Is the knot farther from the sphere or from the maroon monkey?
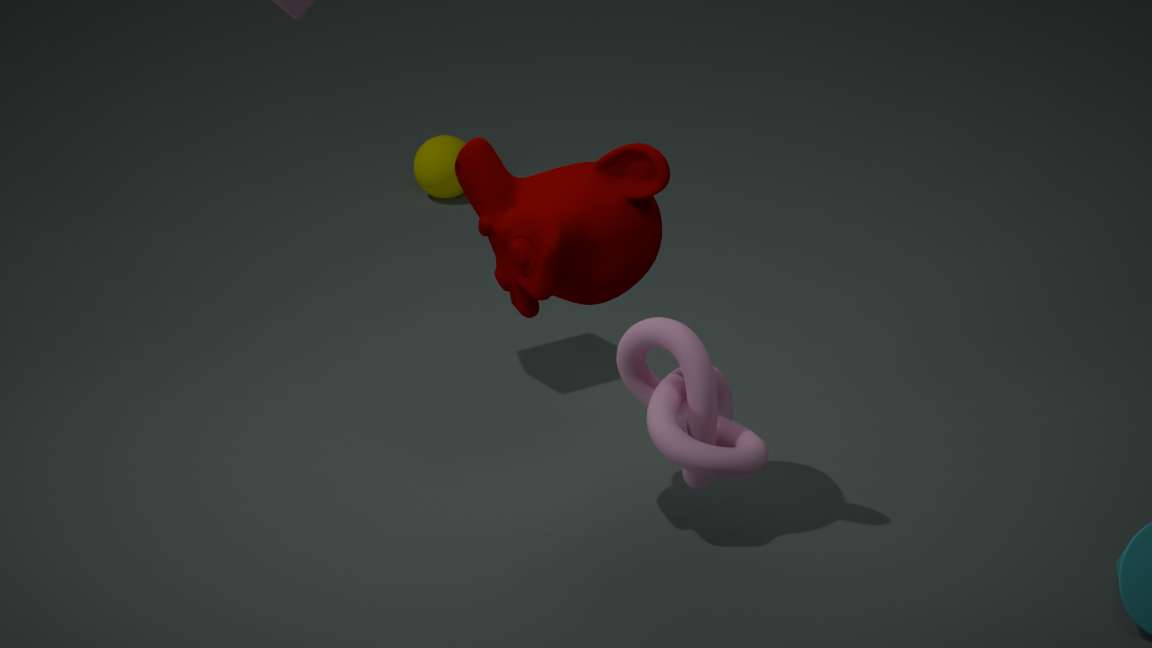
the sphere
